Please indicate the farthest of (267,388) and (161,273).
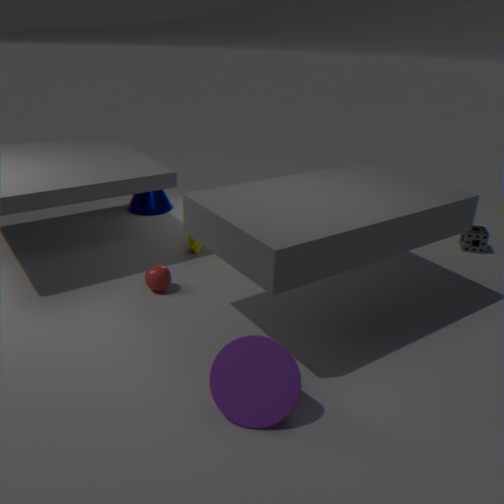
(161,273)
